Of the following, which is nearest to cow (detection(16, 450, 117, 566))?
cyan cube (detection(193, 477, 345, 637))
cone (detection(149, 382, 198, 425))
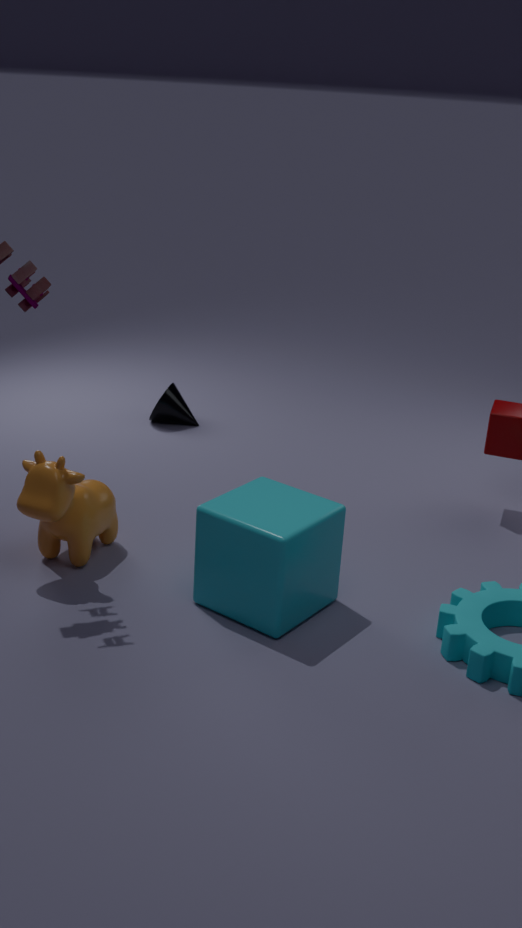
cyan cube (detection(193, 477, 345, 637))
